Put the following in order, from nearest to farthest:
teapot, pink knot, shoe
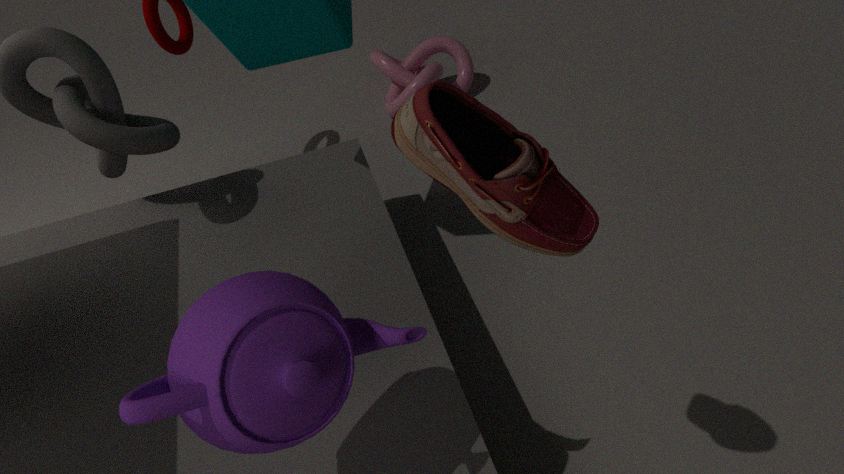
1. shoe
2. teapot
3. pink knot
